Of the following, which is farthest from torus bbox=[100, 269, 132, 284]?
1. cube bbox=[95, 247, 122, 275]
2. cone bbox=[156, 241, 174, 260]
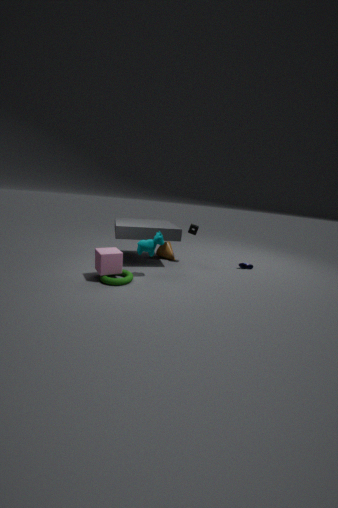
cone bbox=[156, 241, 174, 260]
